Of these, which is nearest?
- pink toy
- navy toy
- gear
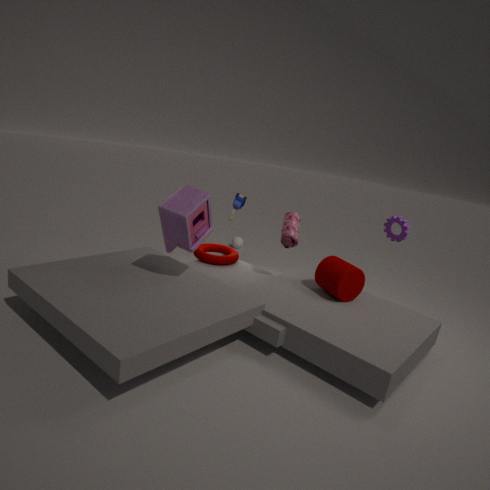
pink toy
